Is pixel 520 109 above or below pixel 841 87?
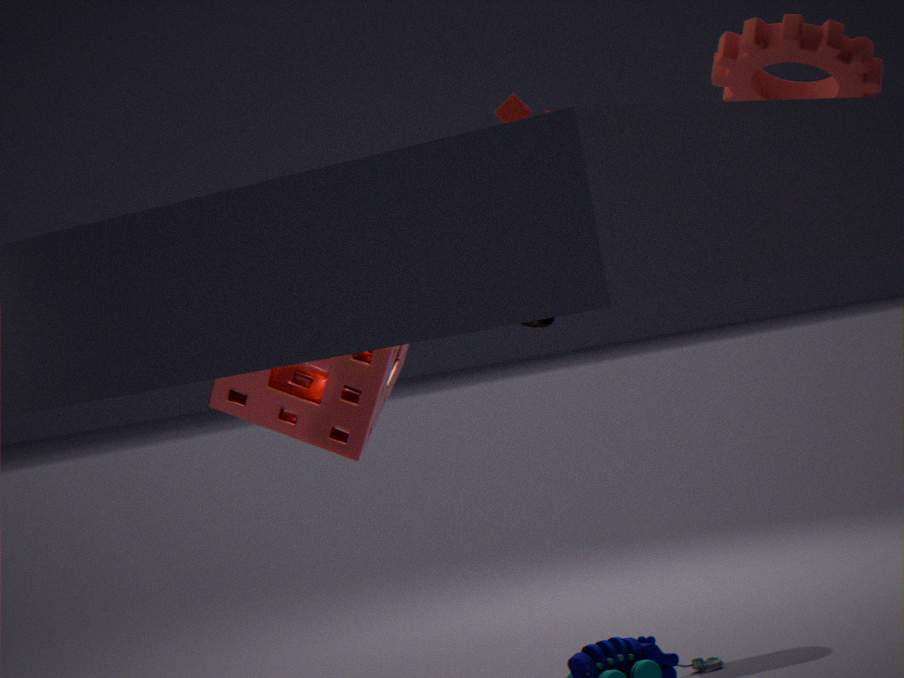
below
